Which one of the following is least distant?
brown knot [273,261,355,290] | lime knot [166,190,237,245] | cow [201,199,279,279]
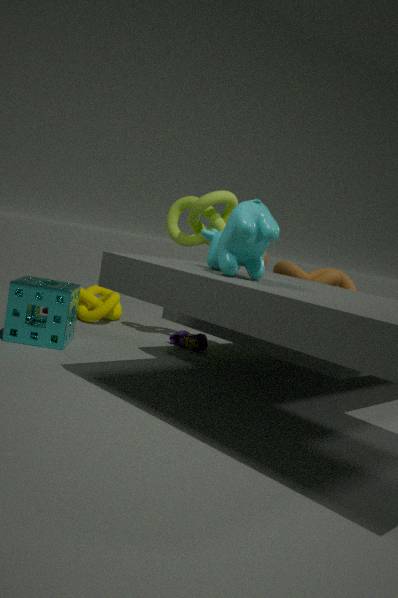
cow [201,199,279,279]
